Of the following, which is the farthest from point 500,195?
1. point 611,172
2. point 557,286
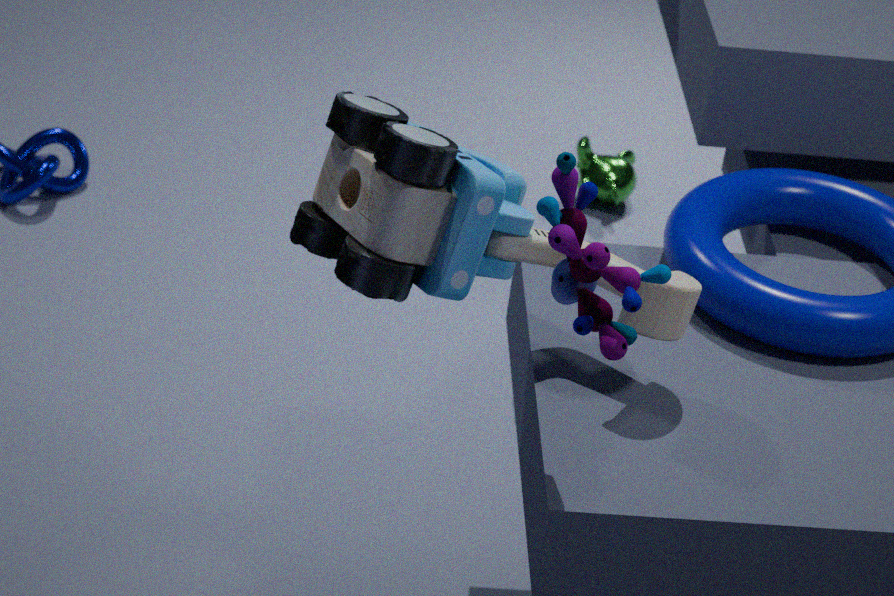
point 611,172
